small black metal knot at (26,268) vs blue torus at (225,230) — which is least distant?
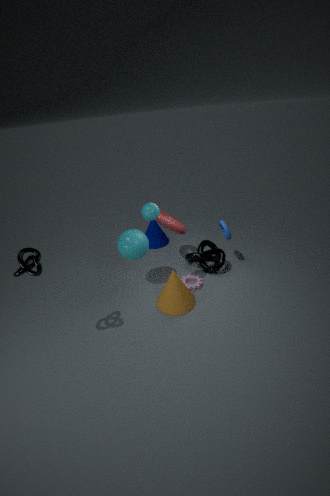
small black metal knot at (26,268)
